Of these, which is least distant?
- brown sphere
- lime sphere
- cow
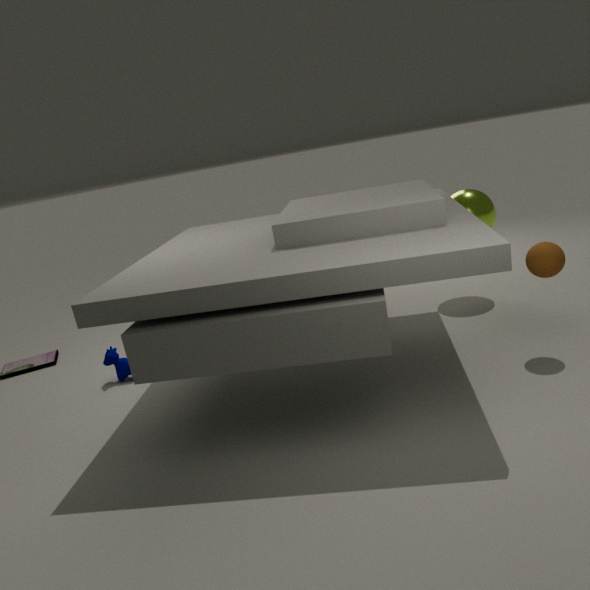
brown sphere
